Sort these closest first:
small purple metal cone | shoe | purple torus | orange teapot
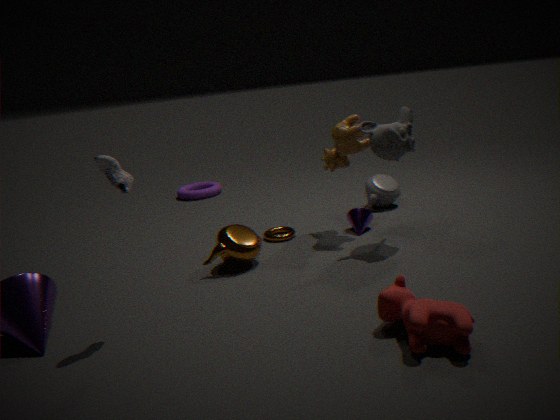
shoe
orange teapot
small purple metal cone
purple torus
